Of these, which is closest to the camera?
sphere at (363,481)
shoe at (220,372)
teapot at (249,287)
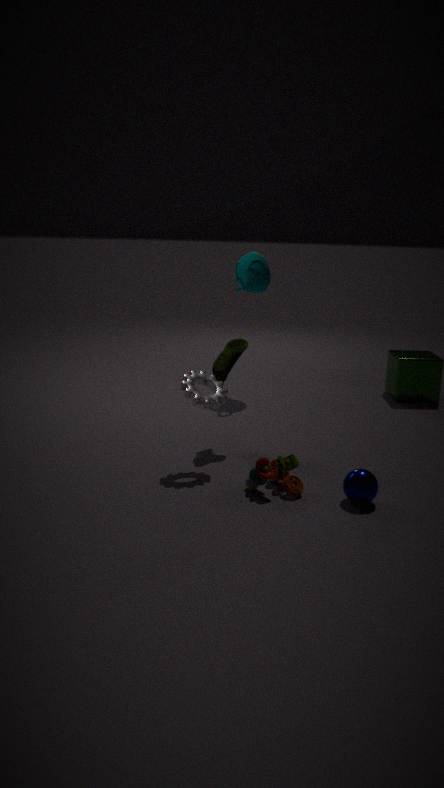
sphere at (363,481)
